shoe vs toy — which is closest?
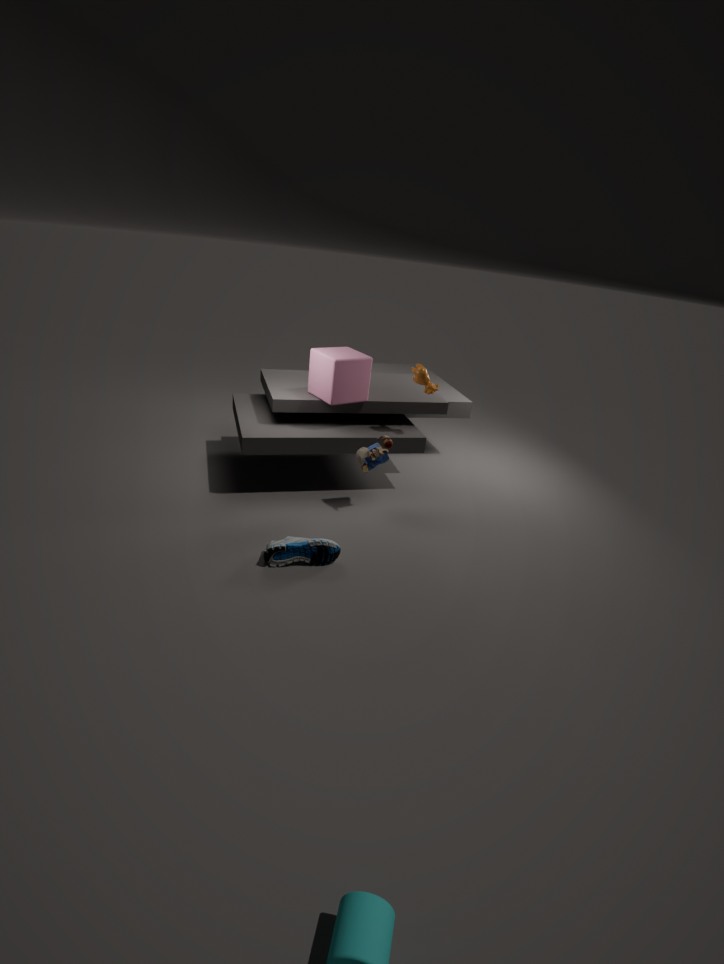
shoe
